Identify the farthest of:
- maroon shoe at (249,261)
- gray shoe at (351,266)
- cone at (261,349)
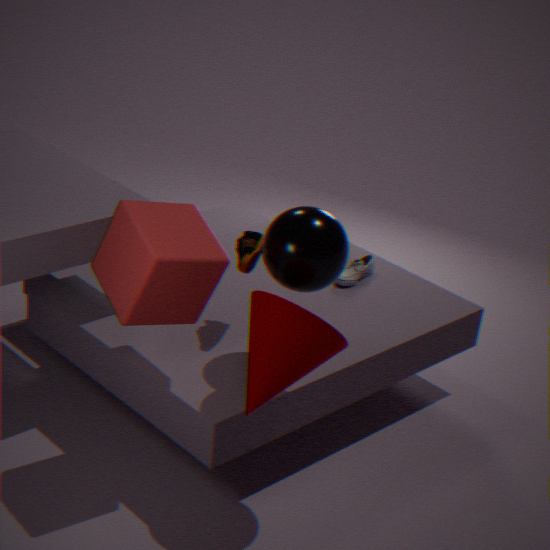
gray shoe at (351,266)
